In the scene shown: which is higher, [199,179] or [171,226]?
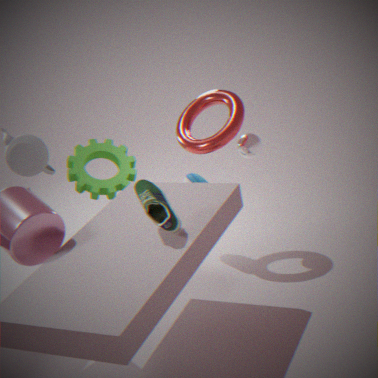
[171,226]
